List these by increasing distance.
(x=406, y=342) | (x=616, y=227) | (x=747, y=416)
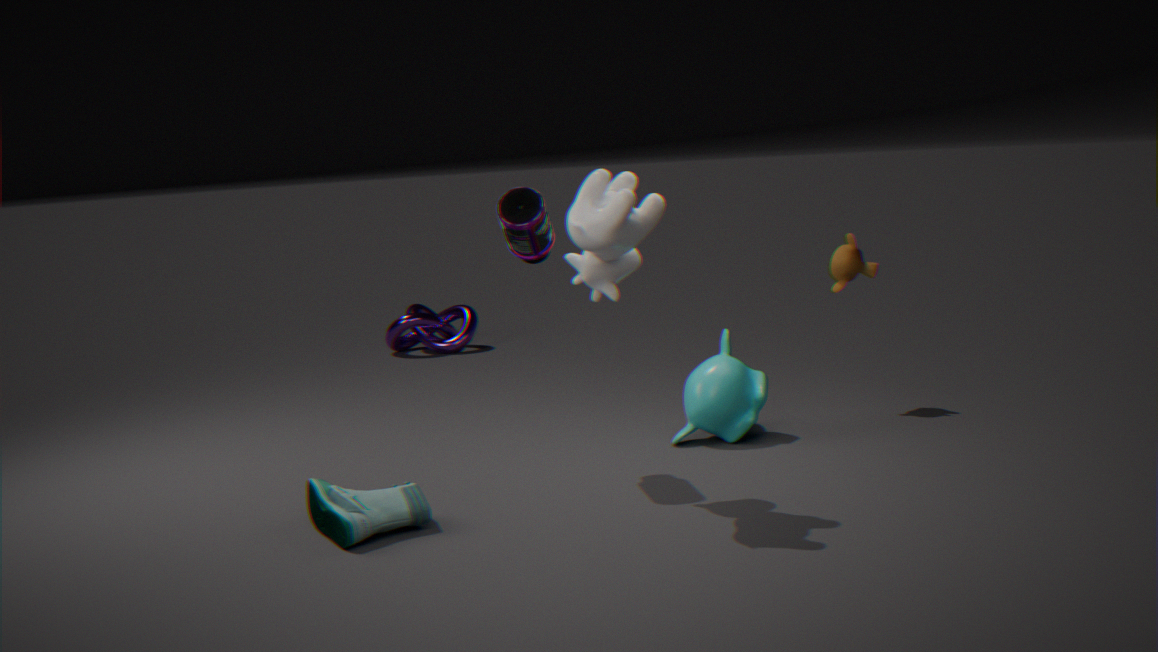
(x=616, y=227)
(x=747, y=416)
(x=406, y=342)
